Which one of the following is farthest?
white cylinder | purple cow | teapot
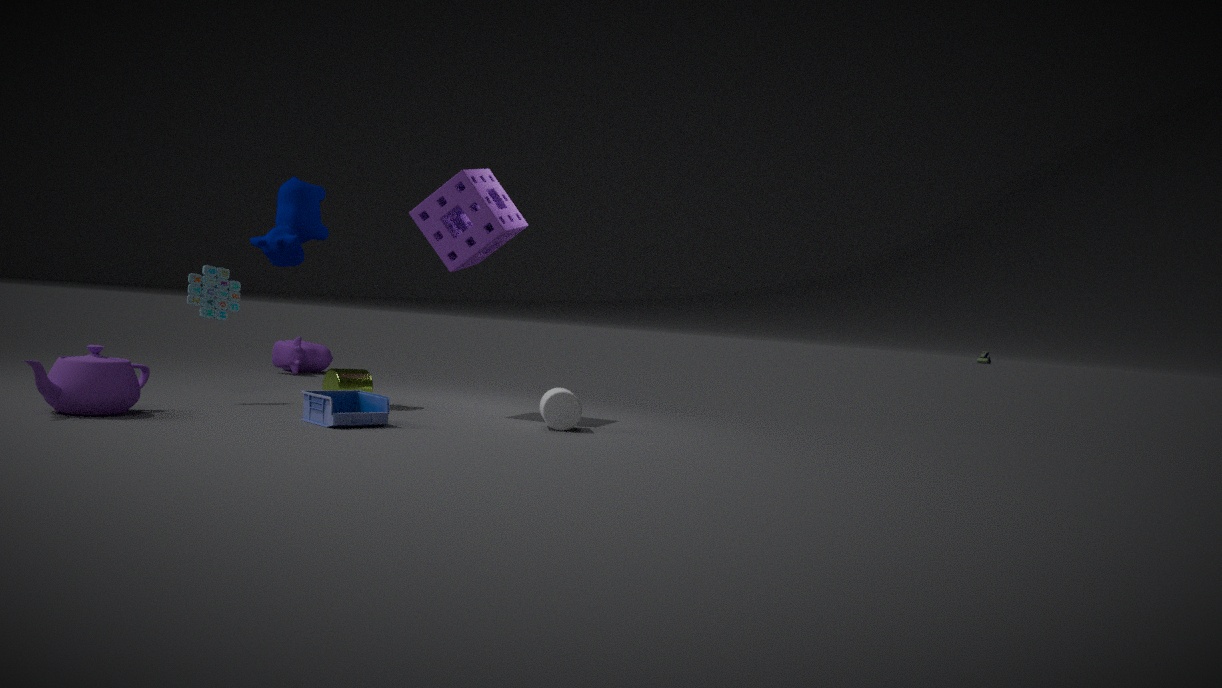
purple cow
